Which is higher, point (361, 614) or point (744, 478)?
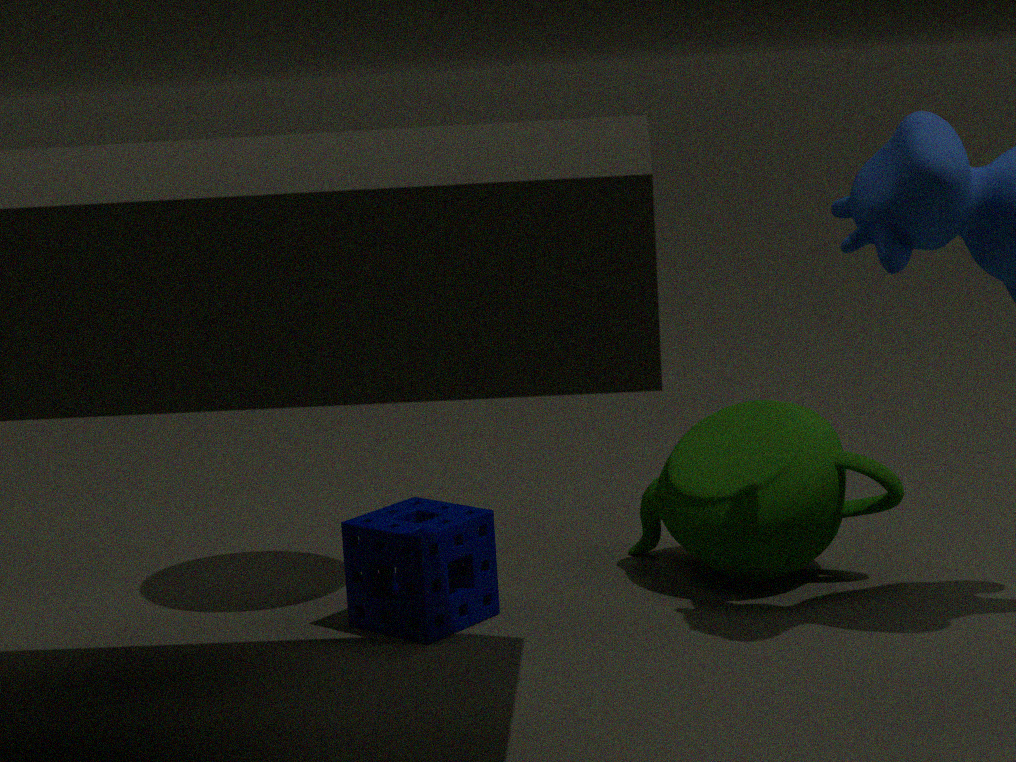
point (744, 478)
